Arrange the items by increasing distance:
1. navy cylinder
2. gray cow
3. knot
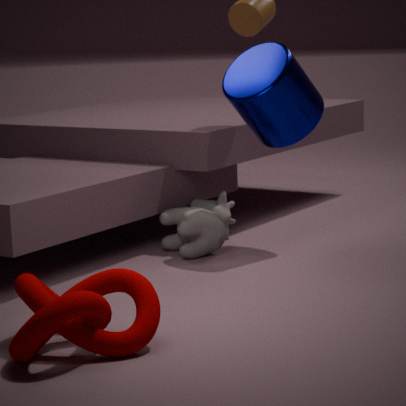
knot < navy cylinder < gray cow
